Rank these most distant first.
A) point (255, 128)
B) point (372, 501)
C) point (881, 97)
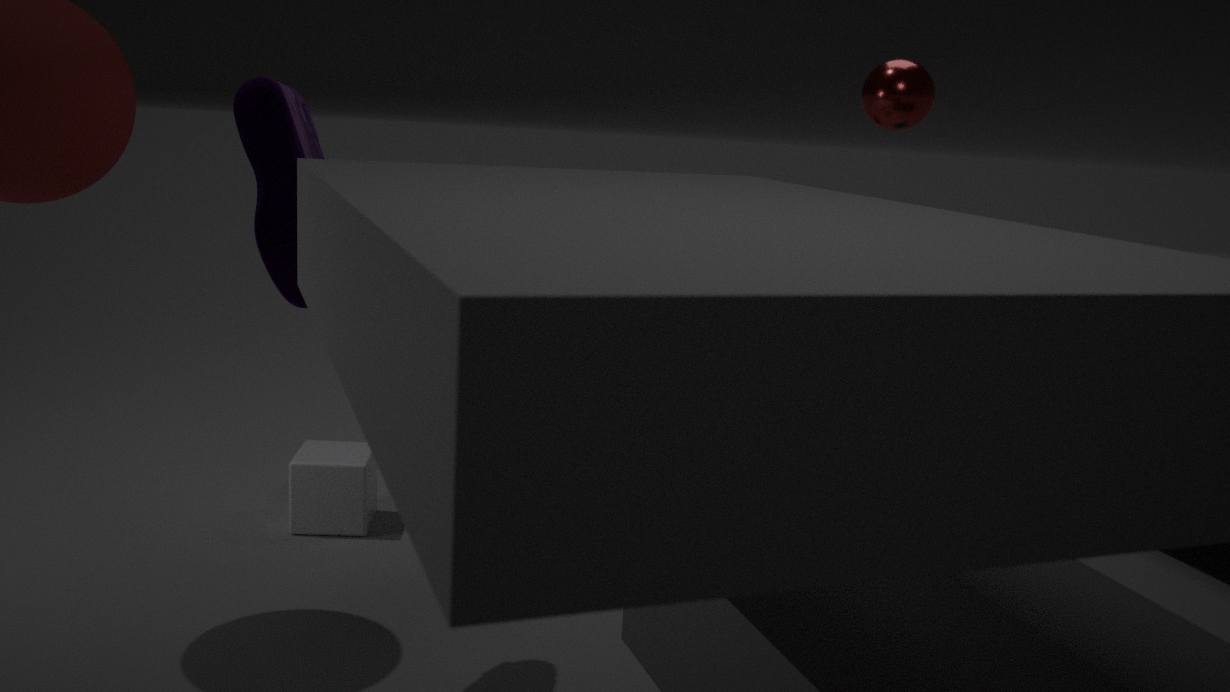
point (881, 97)
point (372, 501)
point (255, 128)
